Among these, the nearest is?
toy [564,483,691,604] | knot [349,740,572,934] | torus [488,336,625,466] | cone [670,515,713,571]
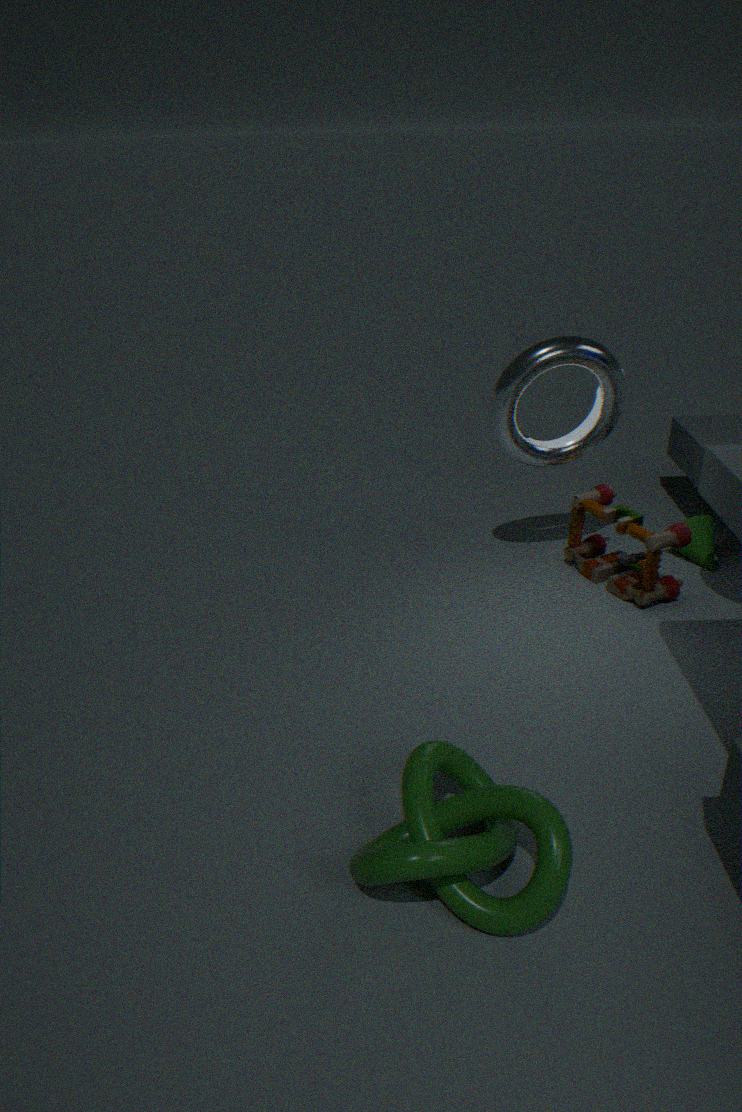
knot [349,740,572,934]
